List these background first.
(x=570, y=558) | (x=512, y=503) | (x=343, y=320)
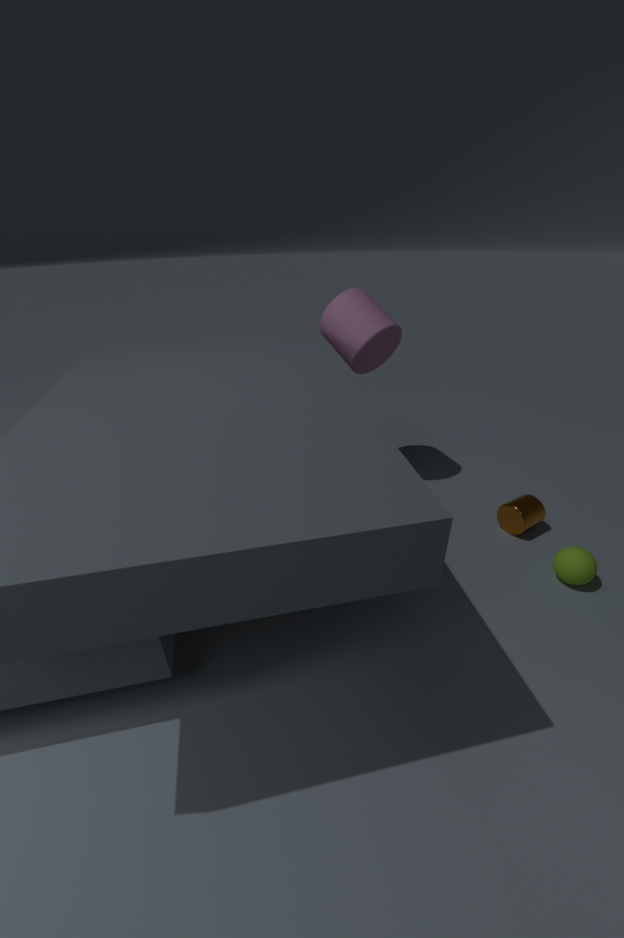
(x=343, y=320)
(x=512, y=503)
(x=570, y=558)
